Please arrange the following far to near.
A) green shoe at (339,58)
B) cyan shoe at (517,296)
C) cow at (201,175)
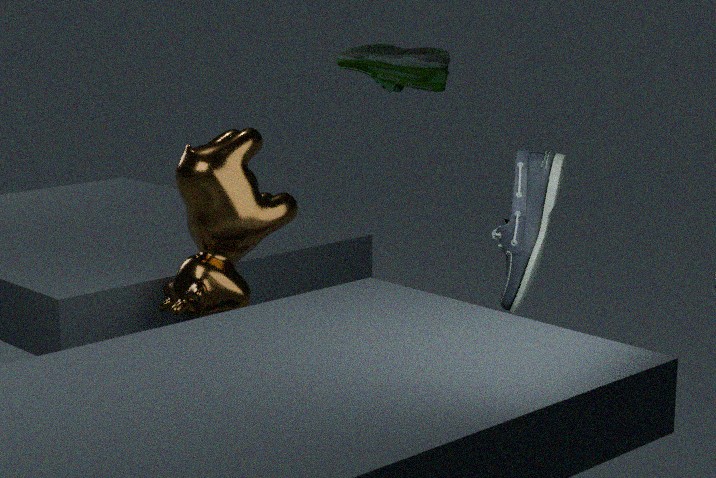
1. green shoe at (339,58)
2. cow at (201,175)
3. cyan shoe at (517,296)
